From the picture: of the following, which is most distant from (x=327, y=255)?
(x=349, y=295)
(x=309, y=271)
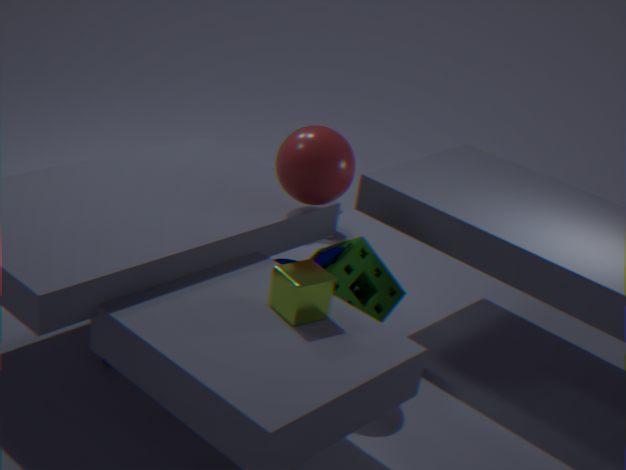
(x=309, y=271)
